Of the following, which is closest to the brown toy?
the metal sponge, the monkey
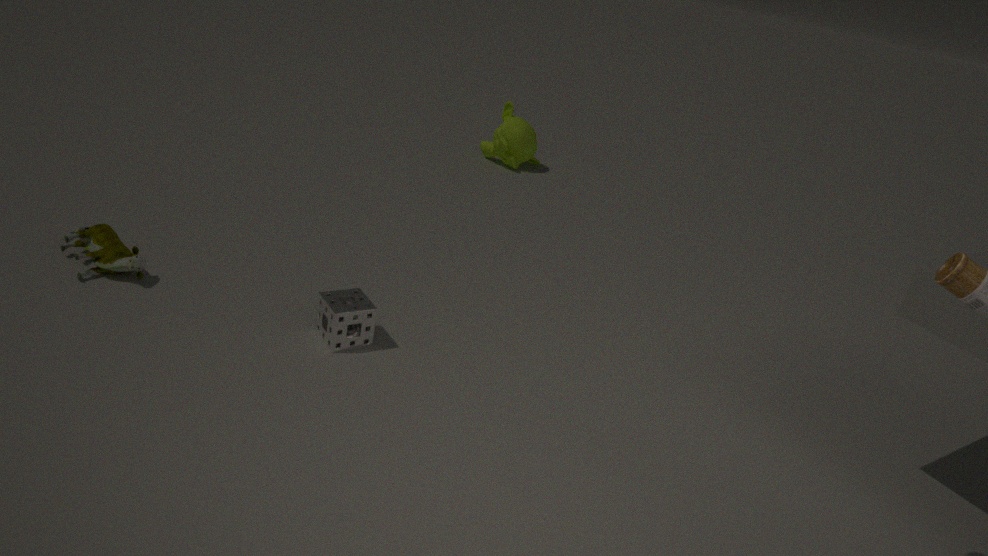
the metal sponge
